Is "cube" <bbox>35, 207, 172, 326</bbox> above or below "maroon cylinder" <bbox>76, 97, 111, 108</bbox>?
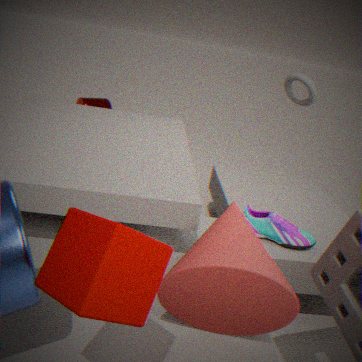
above
